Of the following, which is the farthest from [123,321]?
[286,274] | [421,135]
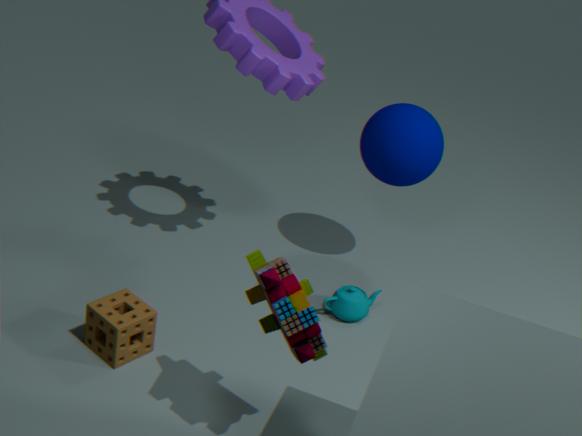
[421,135]
